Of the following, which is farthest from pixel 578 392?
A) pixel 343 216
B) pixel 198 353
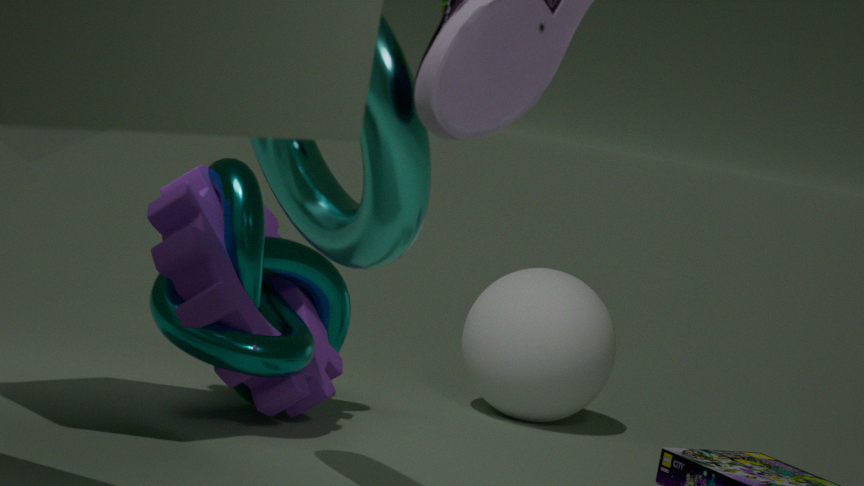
pixel 343 216
